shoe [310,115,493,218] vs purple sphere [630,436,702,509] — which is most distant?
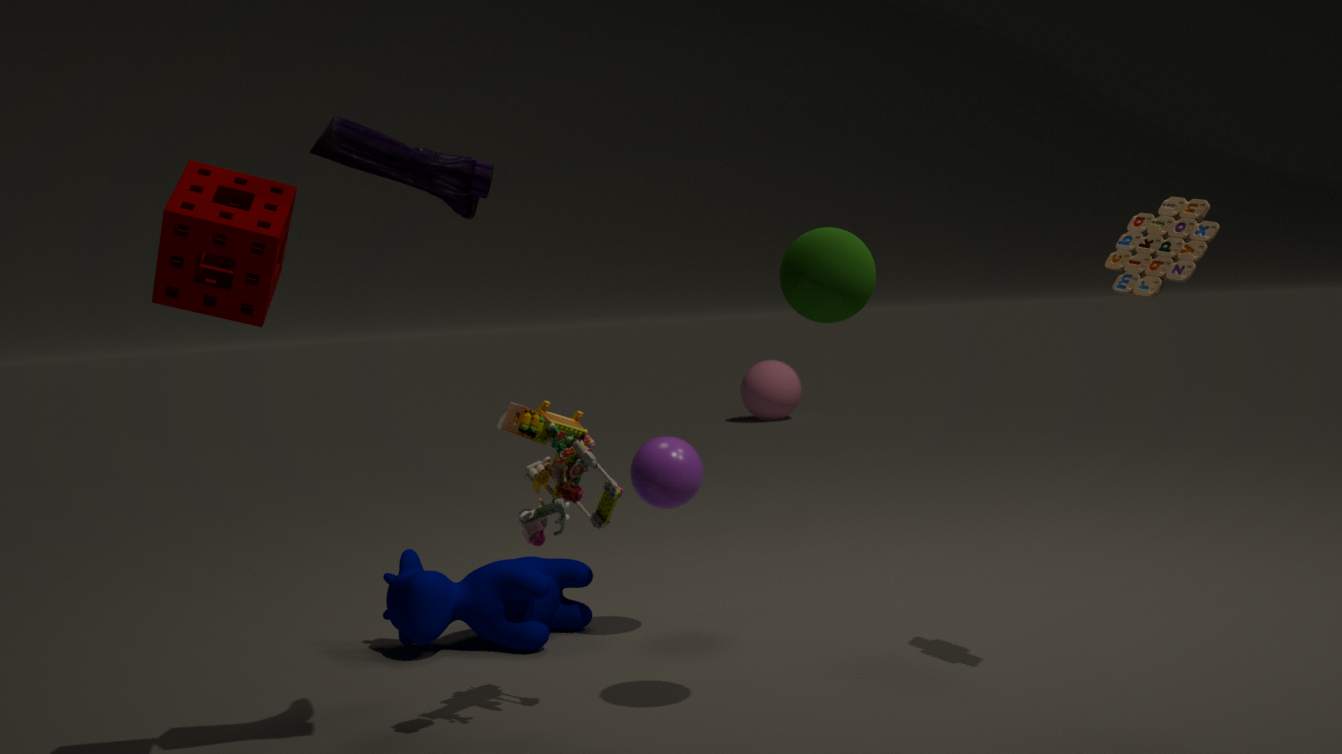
purple sphere [630,436,702,509]
